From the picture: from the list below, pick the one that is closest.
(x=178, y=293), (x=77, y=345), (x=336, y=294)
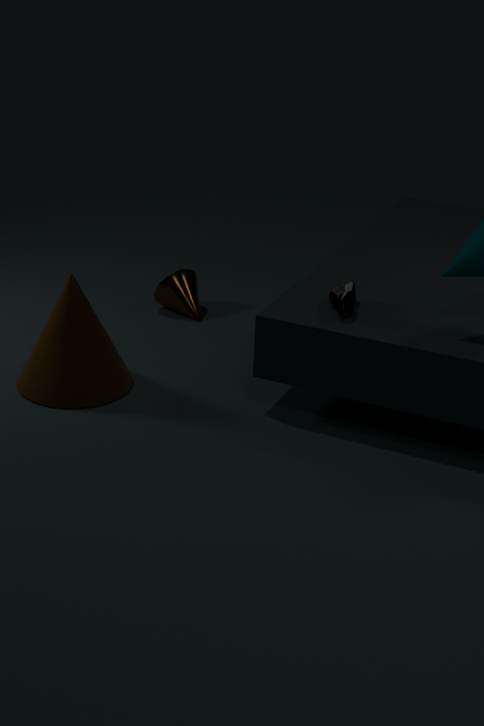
(x=336, y=294)
